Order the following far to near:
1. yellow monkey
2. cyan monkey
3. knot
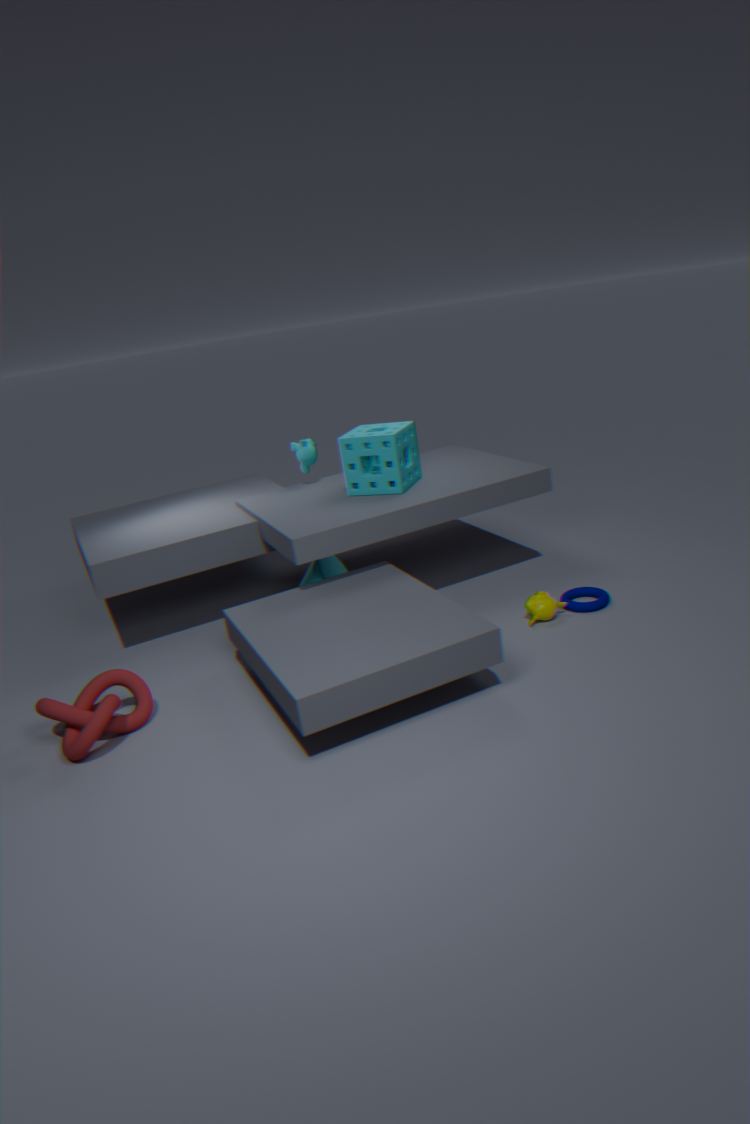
cyan monkey
yellow monkey
knot
